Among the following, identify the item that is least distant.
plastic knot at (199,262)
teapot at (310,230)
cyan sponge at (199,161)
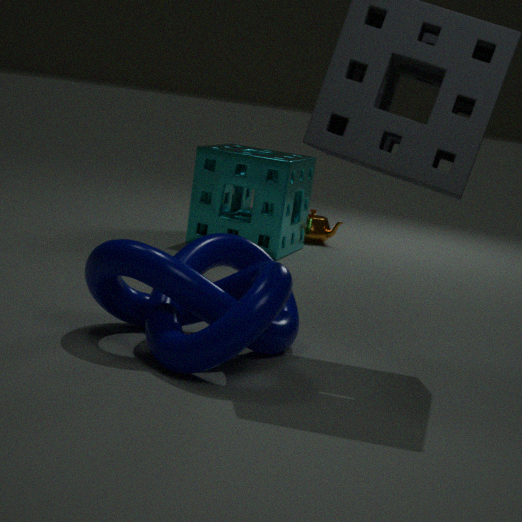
plastic knot at (199,262)
